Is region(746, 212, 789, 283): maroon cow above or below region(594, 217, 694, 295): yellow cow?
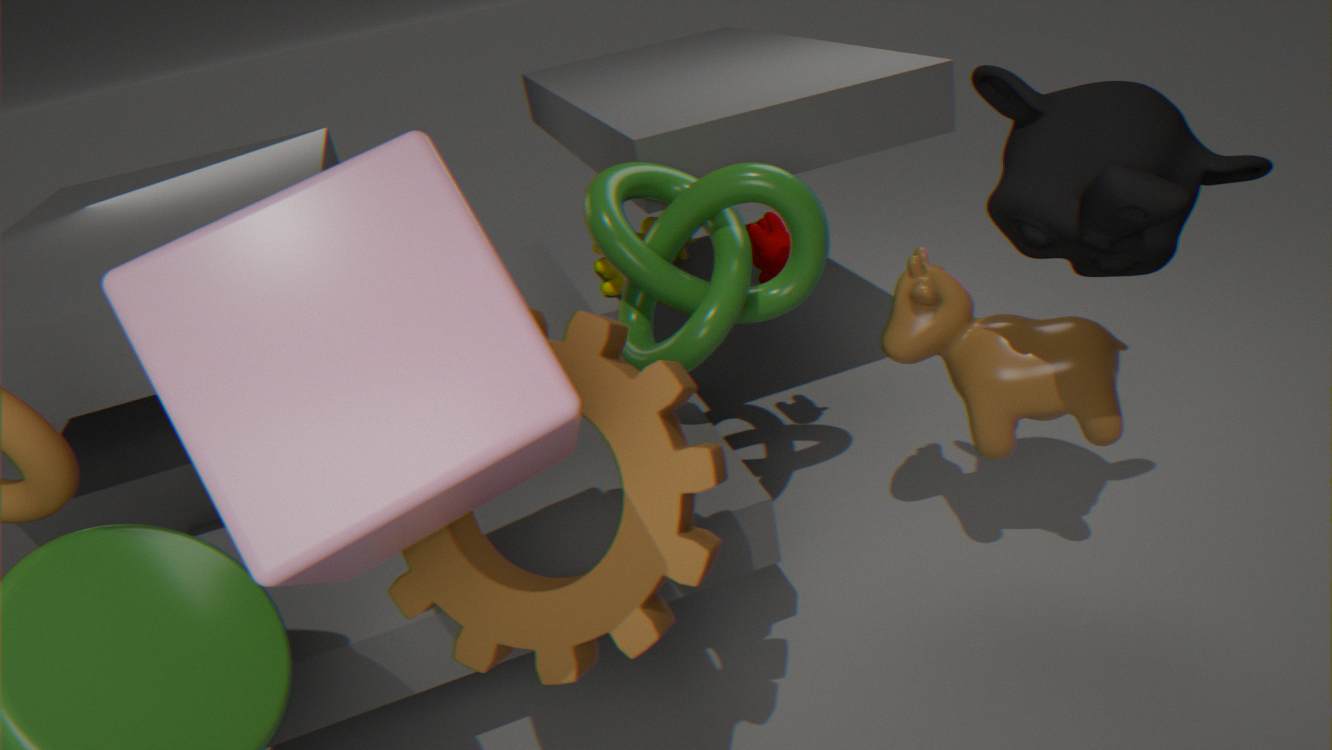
above
